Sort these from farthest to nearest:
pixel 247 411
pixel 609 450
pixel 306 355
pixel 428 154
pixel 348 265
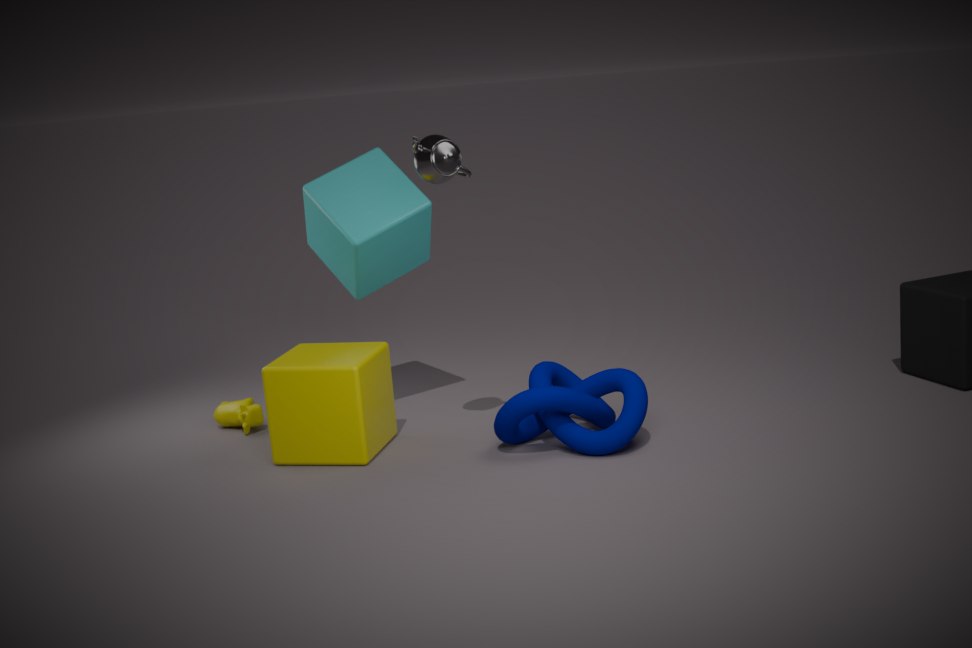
pixel 247 411
pixel 348 265
pixel 306 355
pixel 609 450
pixel 428 154
